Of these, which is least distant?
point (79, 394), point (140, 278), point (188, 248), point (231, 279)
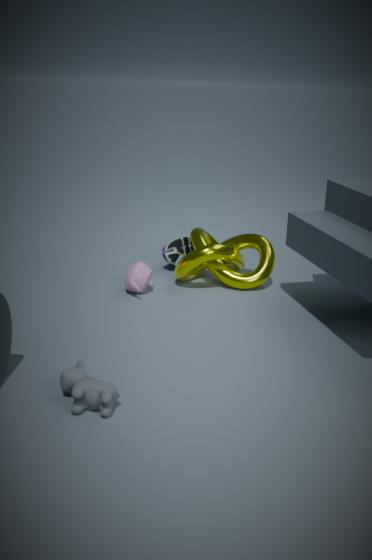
point (79, 394)
